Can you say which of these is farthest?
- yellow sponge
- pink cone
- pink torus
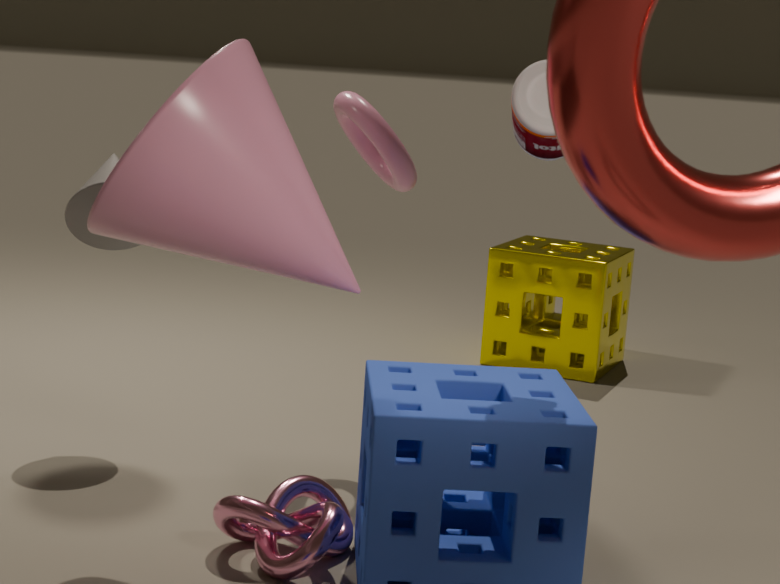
yellow sponge
